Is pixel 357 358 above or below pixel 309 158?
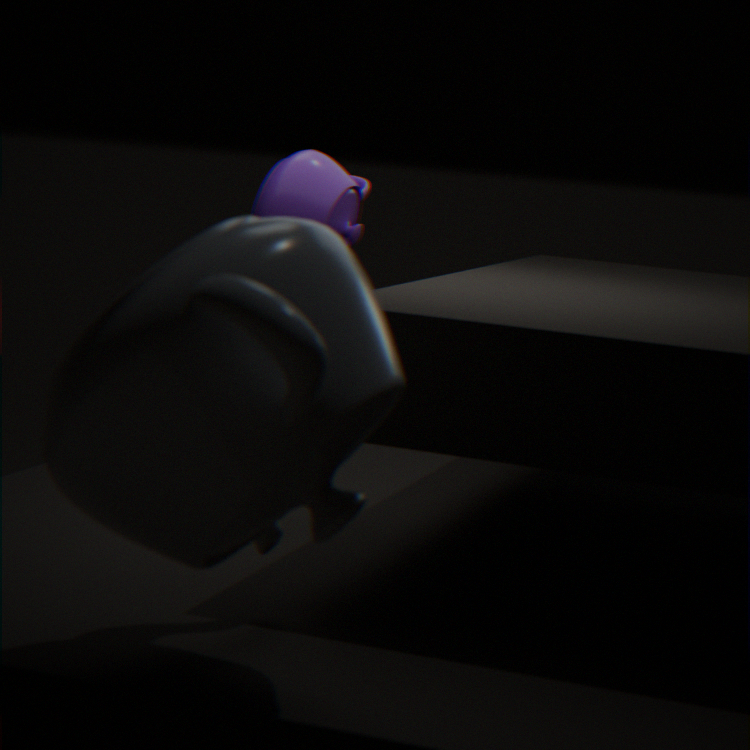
below
